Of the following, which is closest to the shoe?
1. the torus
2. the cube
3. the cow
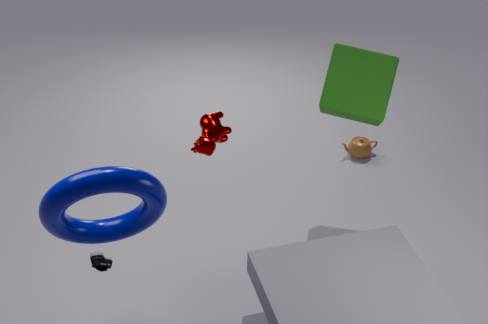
the torus
